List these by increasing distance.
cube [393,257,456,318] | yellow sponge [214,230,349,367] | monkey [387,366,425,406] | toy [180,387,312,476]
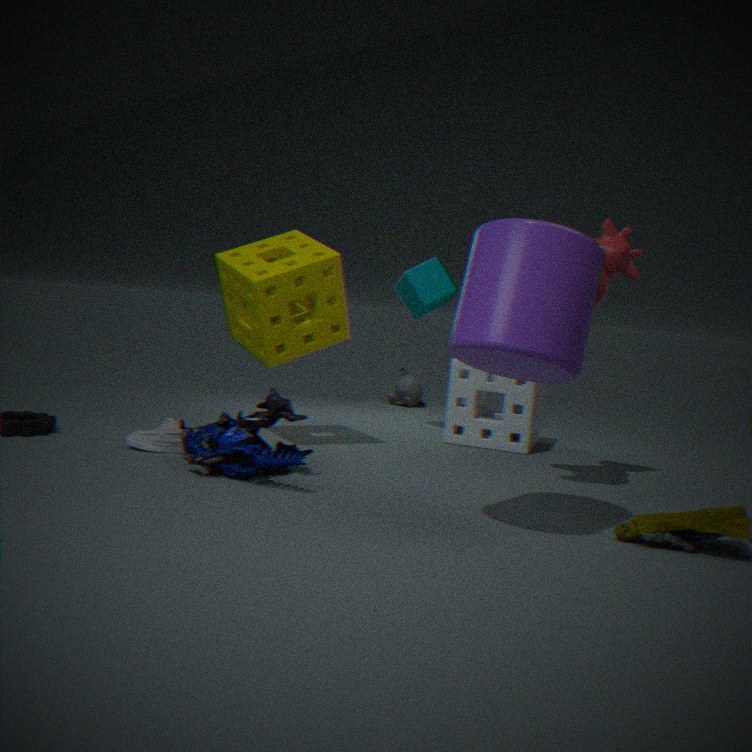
toy [180,387,312,476] < yellow sponge [214,230,349,367] < cube [393,257,456,318] < monkey [387,366,425,406]
